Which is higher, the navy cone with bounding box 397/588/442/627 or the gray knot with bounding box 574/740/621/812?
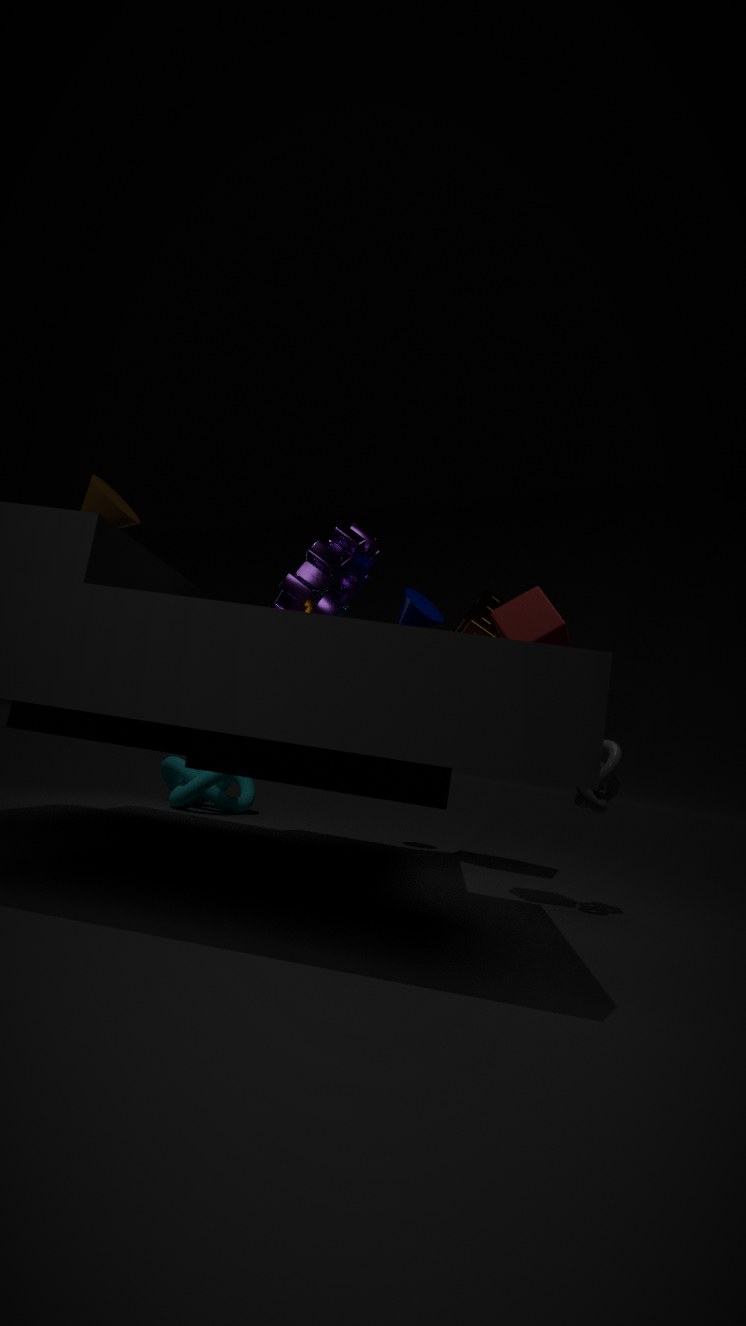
the navy cone with bounding box 397/588/442/627
